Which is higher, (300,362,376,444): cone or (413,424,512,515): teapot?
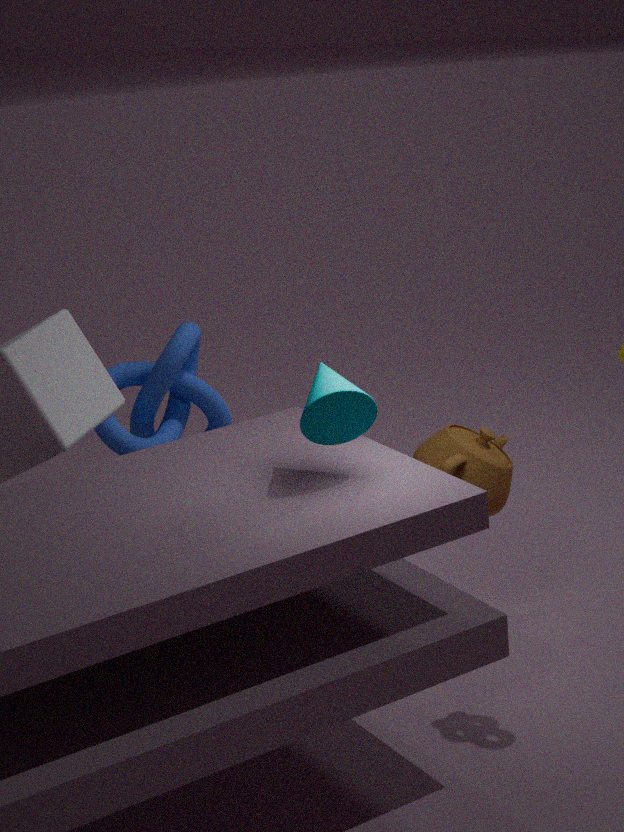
(300,362,376,444): cone
